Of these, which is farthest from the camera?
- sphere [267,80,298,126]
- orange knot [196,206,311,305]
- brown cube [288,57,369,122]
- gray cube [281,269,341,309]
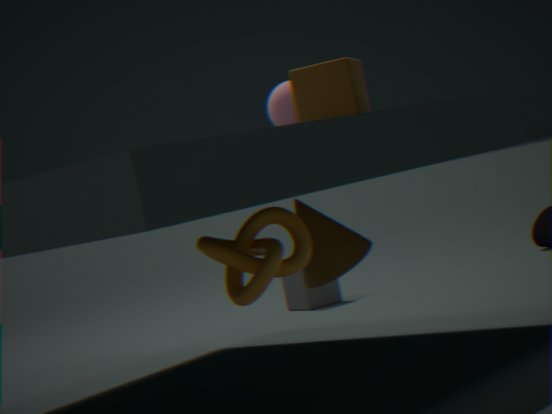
gray cube [281,269,341,309]
